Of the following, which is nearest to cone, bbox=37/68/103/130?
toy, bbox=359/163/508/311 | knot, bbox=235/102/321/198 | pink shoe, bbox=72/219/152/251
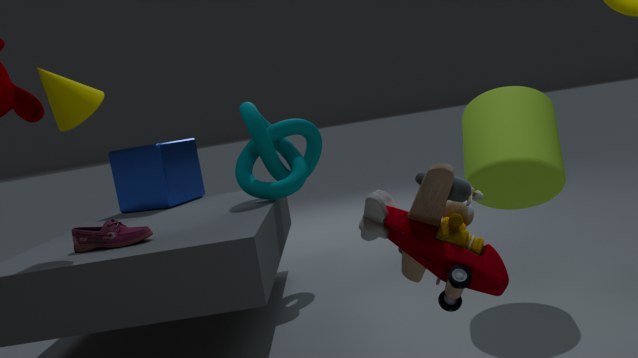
pink shoe, bbox=72/219/152/251
